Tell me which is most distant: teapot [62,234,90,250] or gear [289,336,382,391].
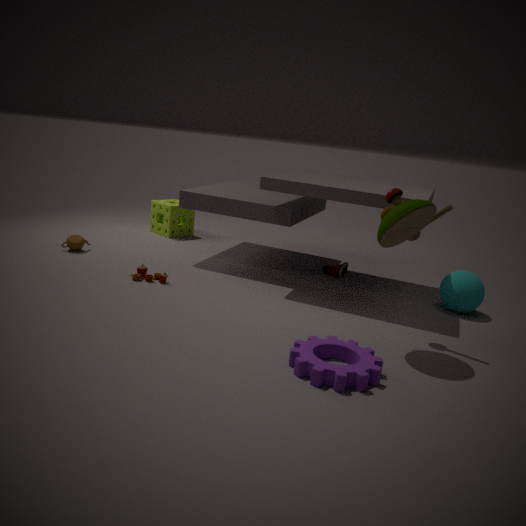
teapot [62,234,90,250]
